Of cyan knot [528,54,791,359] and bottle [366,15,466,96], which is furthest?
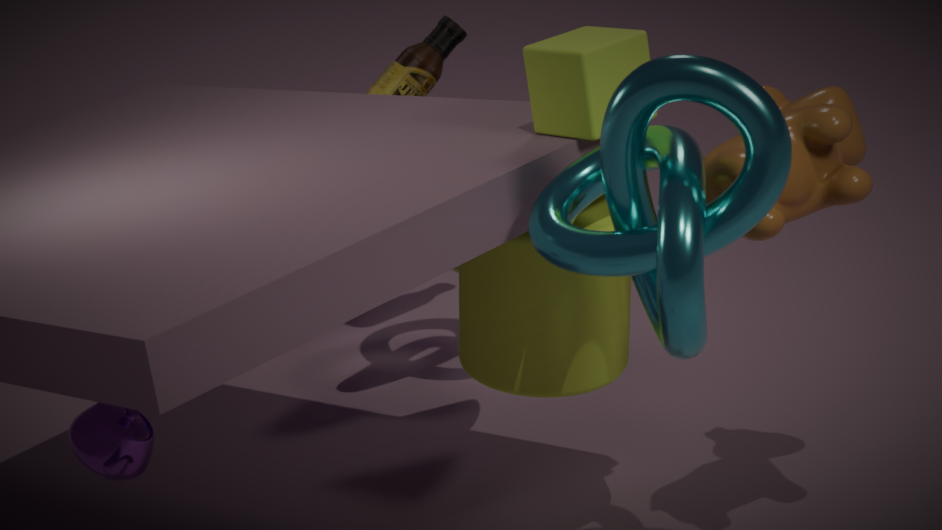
bottle [366,15,466,96]
